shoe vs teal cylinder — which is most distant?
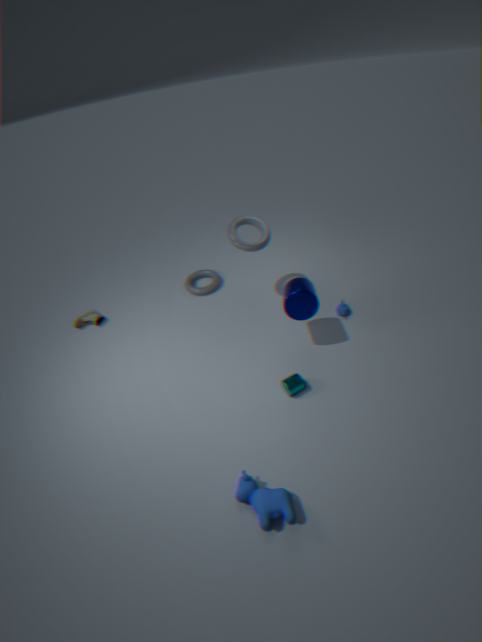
shoe
